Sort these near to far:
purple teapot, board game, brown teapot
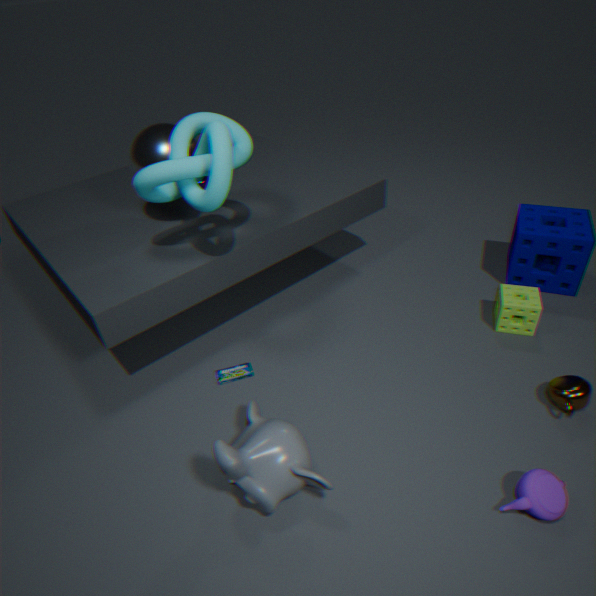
purple teapot → brown teapot → board game
